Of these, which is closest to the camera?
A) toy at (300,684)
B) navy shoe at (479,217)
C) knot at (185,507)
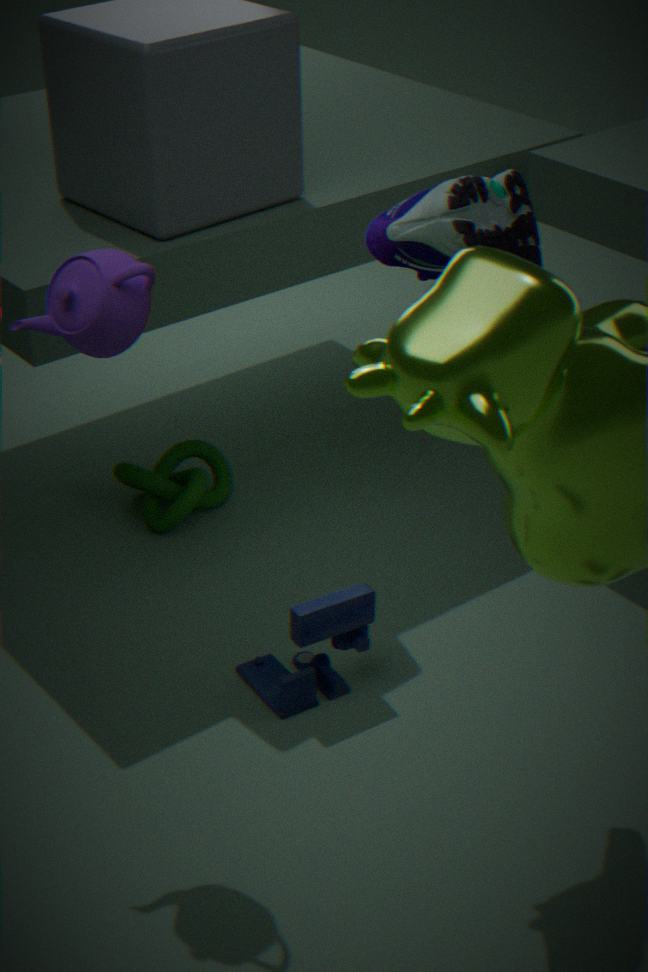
navy shoe at (479,217)
